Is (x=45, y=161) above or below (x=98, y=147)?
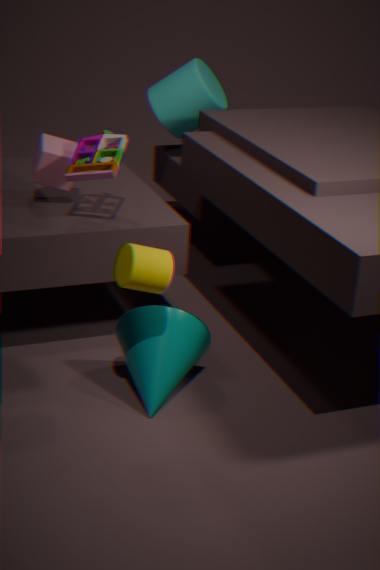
below
